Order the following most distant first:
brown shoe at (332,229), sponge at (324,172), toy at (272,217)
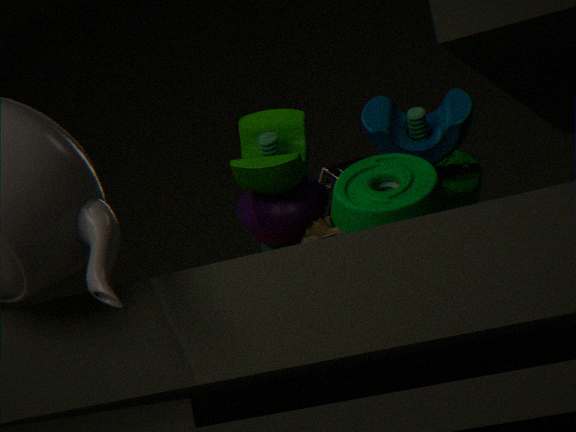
sponge at (324,172) → brown shoe at (332,229) → toy at (272,217)
